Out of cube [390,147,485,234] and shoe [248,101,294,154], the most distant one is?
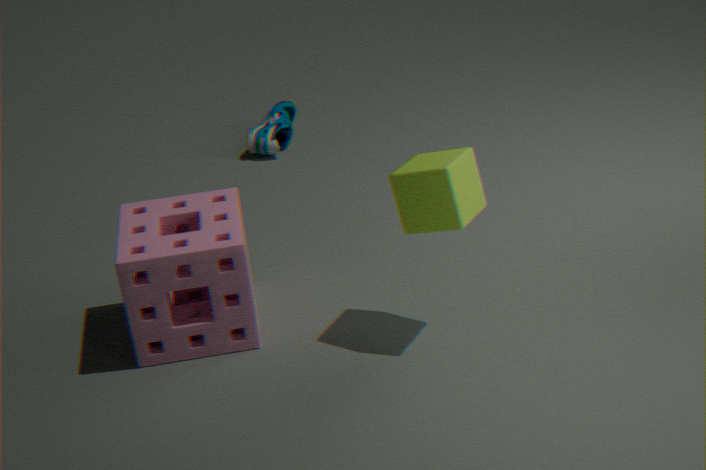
shoe [248,101,294,154]
